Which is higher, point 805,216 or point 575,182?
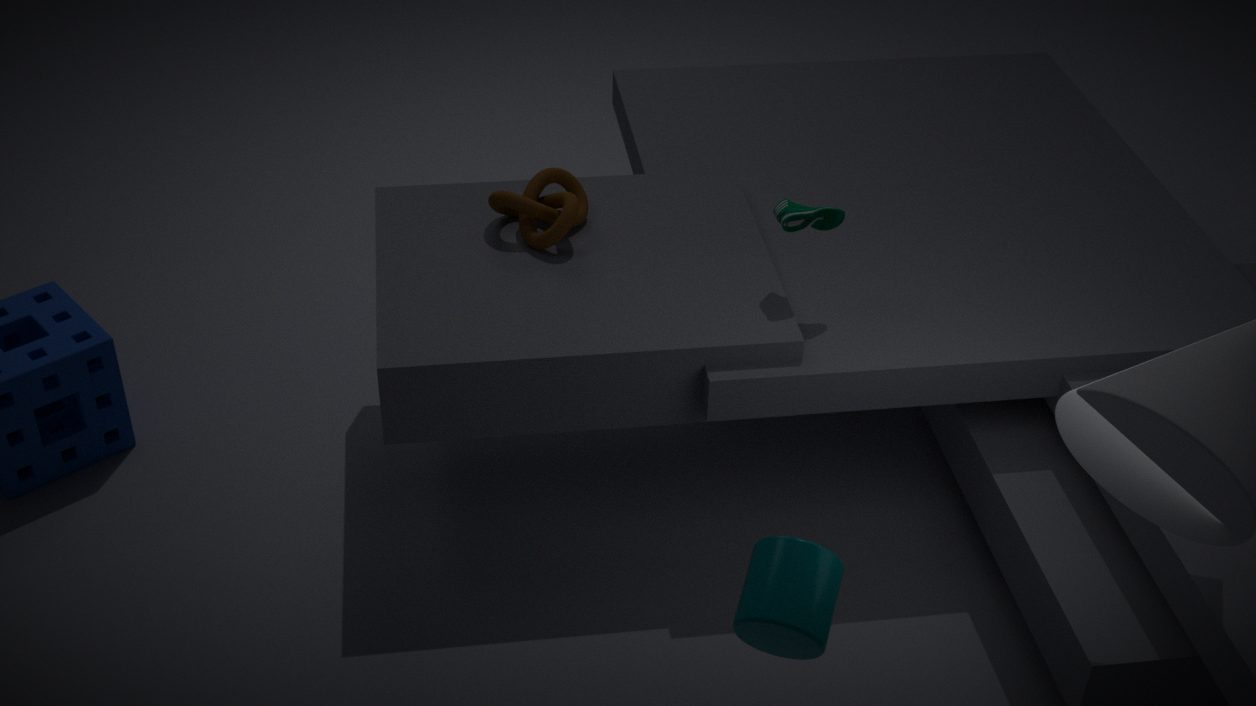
point 805,216
